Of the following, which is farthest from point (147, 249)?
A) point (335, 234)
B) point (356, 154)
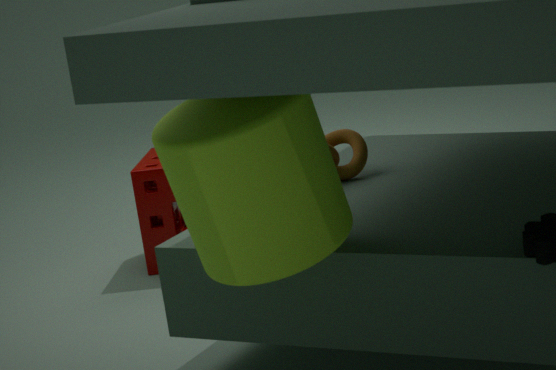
point (335, 234)
